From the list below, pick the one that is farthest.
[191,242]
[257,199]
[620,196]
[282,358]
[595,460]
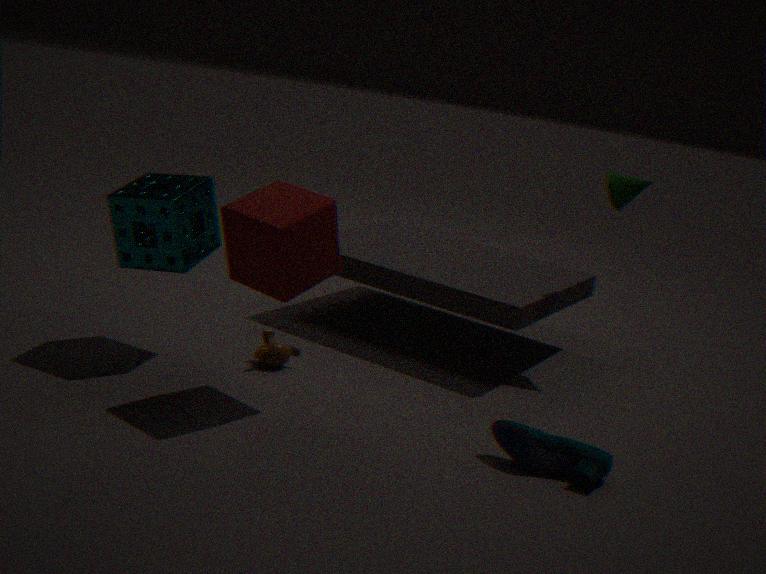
[620,196]
